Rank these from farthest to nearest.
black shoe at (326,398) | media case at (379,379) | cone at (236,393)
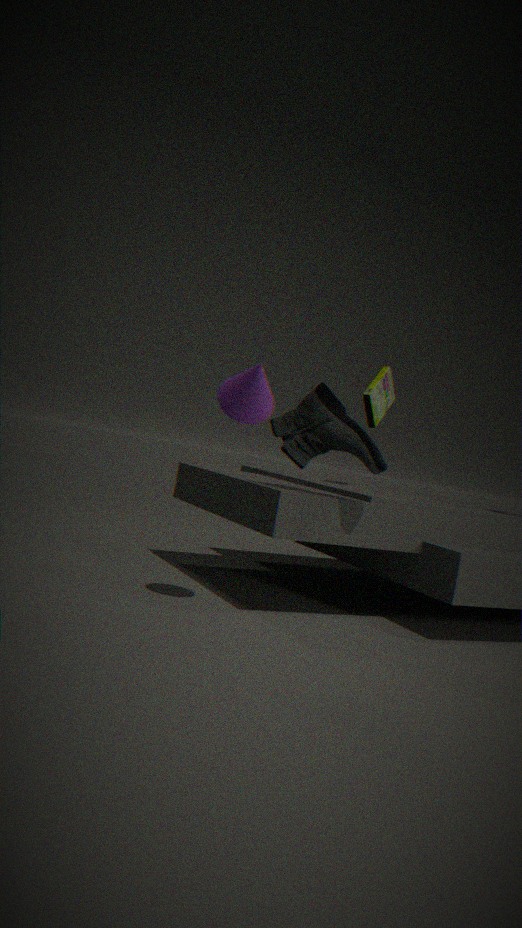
1. media case at (379,379)
2. black shoe at (326,398)
3. cone at (236,393)
